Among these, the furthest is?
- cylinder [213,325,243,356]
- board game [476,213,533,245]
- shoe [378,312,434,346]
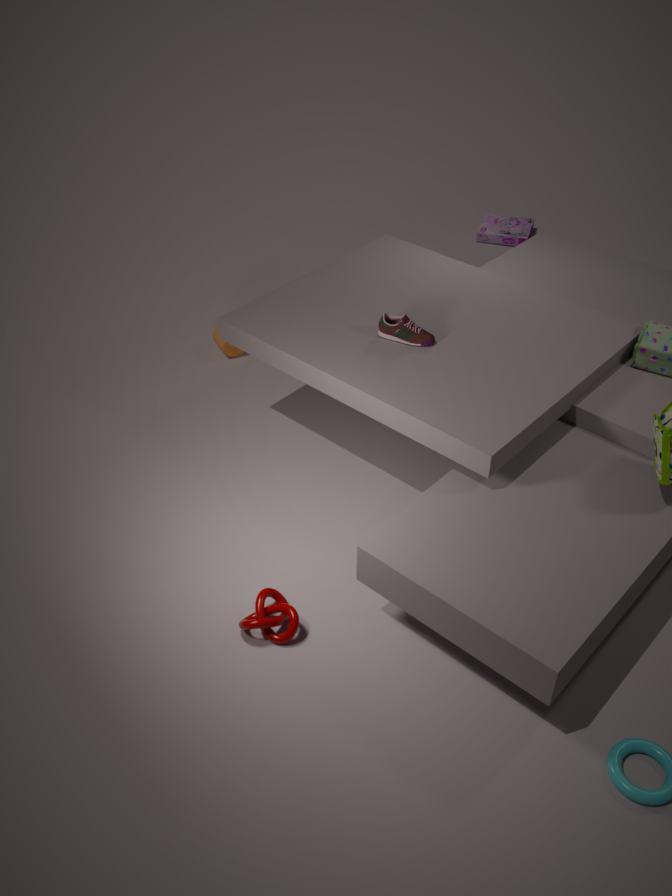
board game [476,213,533,245]
